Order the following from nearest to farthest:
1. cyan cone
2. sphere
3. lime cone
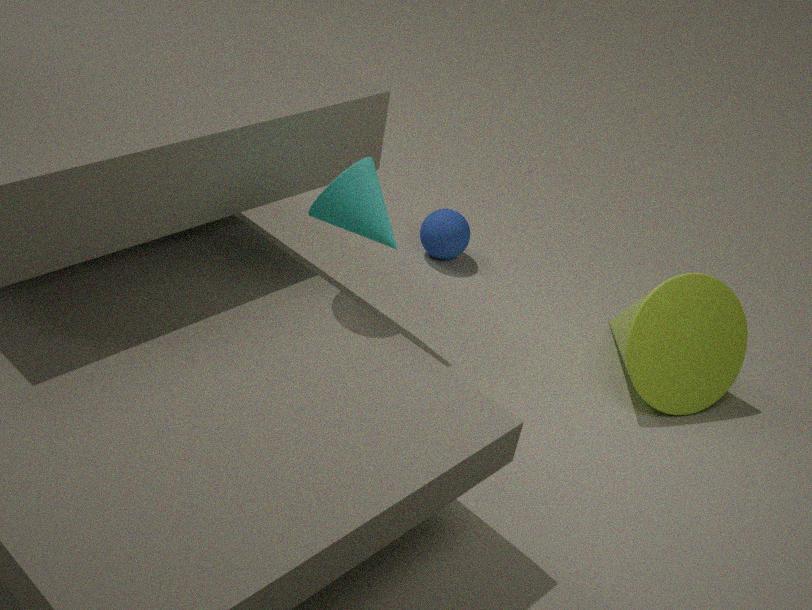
cyan cone < lime cone < sphere
